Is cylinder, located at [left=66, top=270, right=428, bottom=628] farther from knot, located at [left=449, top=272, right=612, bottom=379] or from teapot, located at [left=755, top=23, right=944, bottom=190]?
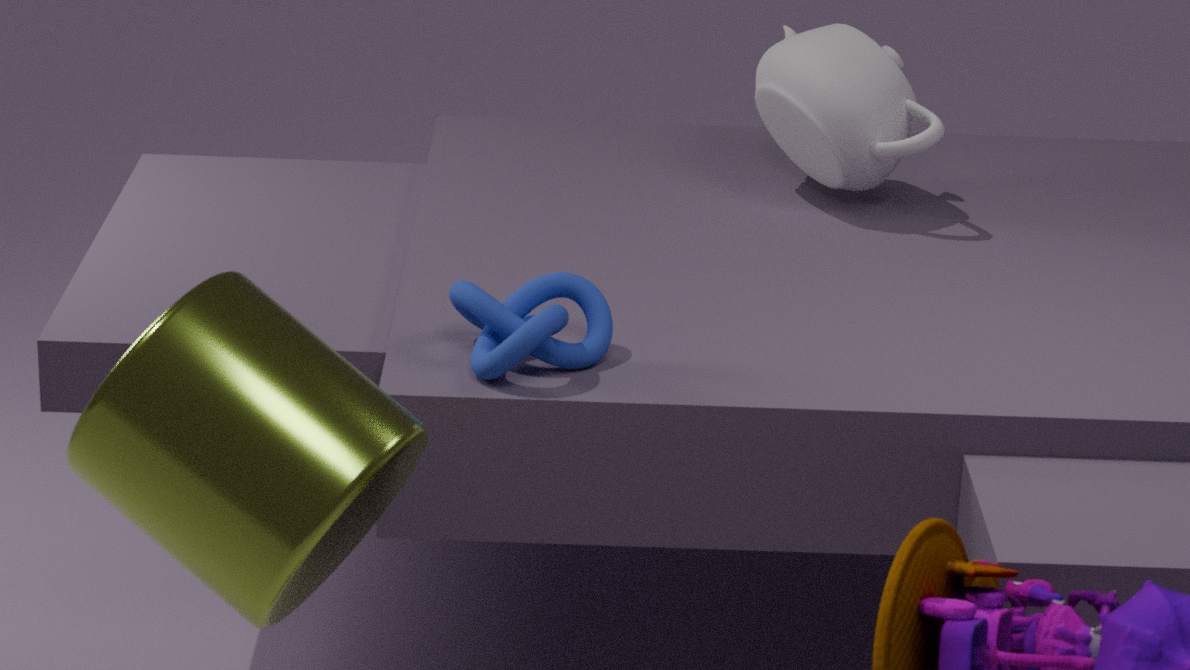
teapot, located at [left=755, top=23, right=944, bottom=190]
